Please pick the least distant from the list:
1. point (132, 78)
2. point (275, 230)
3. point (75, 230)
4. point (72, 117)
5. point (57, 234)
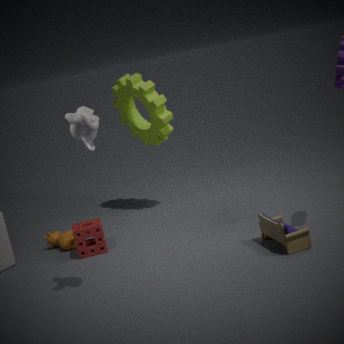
point (72, 117)
